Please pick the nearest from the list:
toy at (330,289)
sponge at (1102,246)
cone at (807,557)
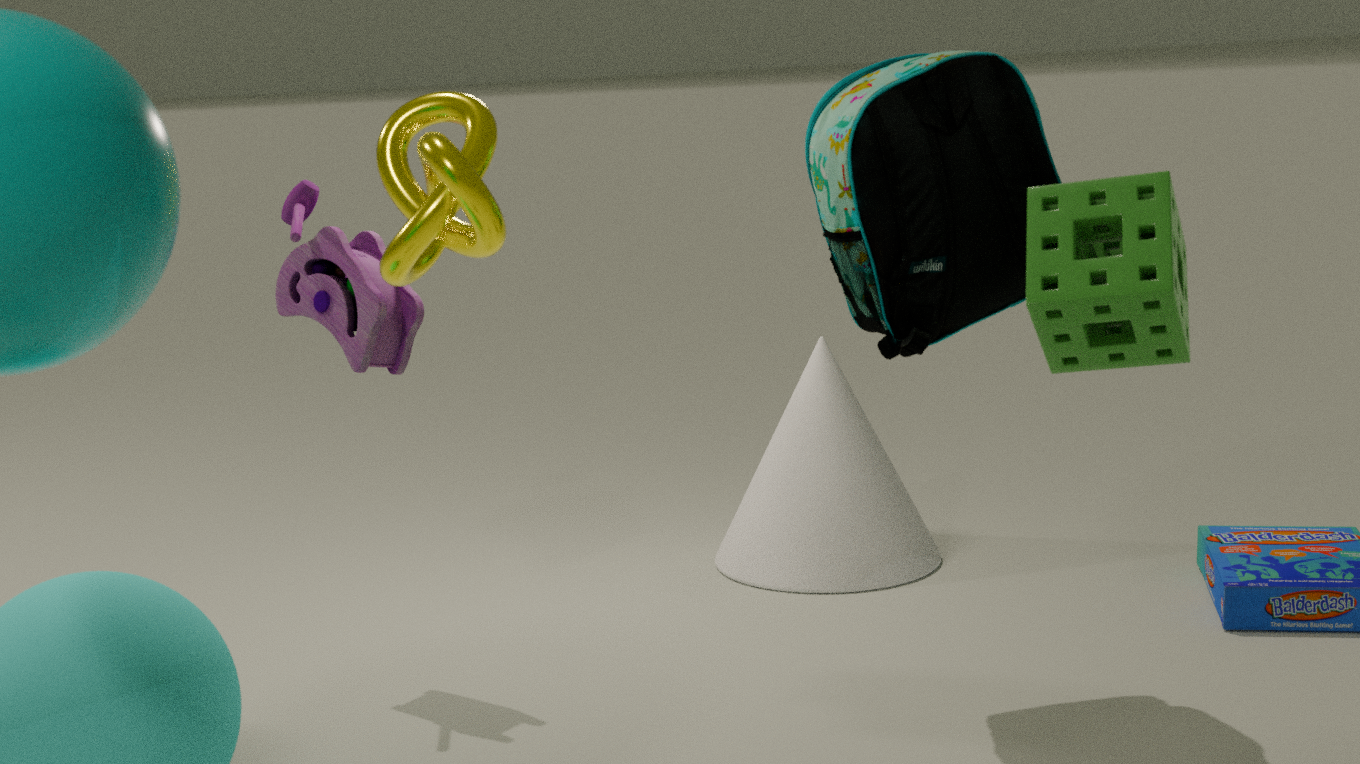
sponge at (1102,246)
